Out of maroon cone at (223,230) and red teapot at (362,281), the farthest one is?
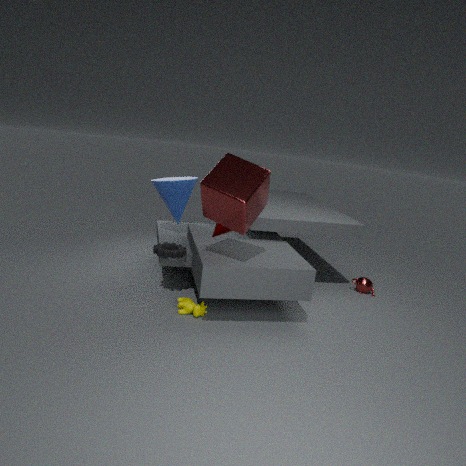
red teapot at (362,281)
